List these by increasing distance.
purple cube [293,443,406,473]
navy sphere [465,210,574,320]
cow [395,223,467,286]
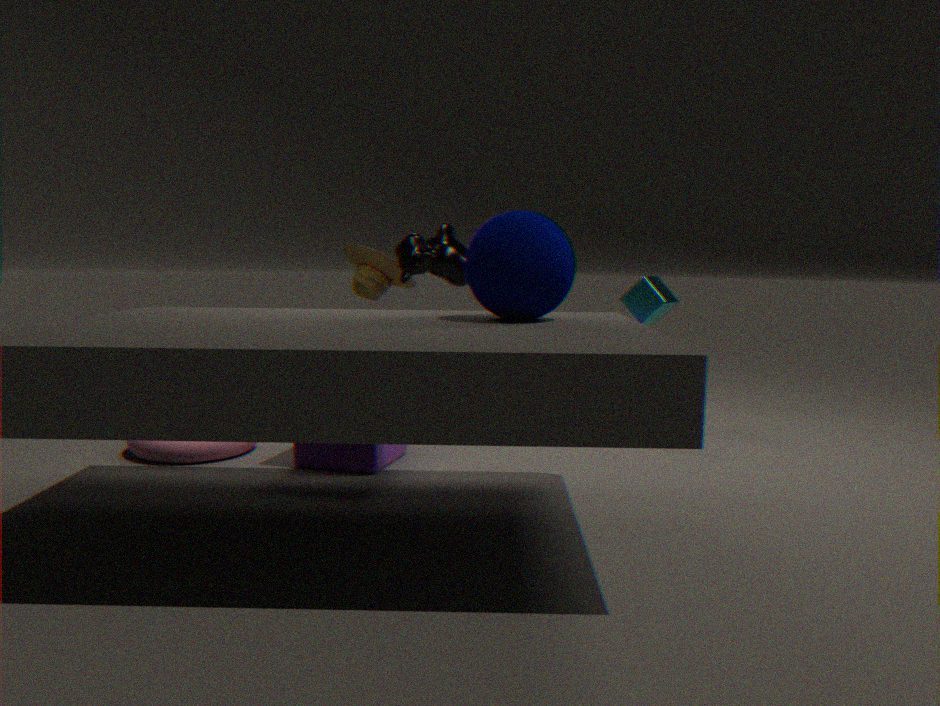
navy sphere [465,210,574,320] → purple cube [293,443,406,473] → cow [395,223,467,286]
